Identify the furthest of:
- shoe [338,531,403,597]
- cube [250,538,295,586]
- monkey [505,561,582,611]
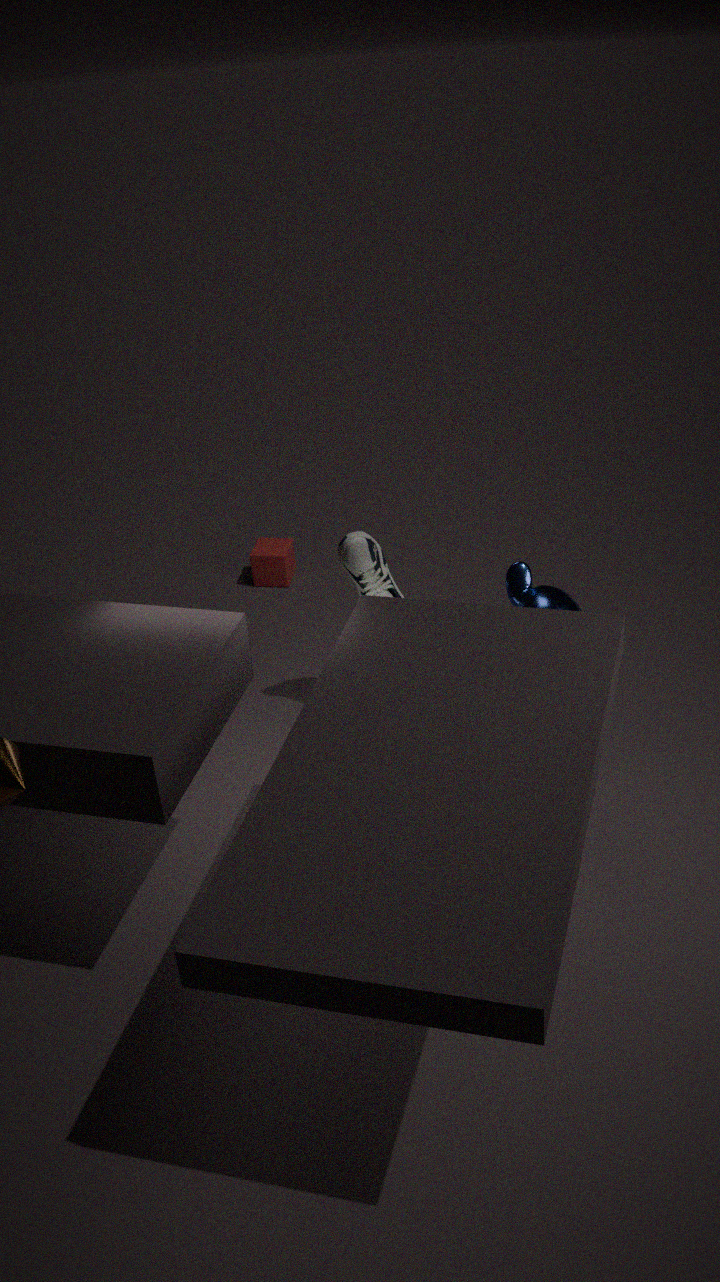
cube [250,538,295,586]
